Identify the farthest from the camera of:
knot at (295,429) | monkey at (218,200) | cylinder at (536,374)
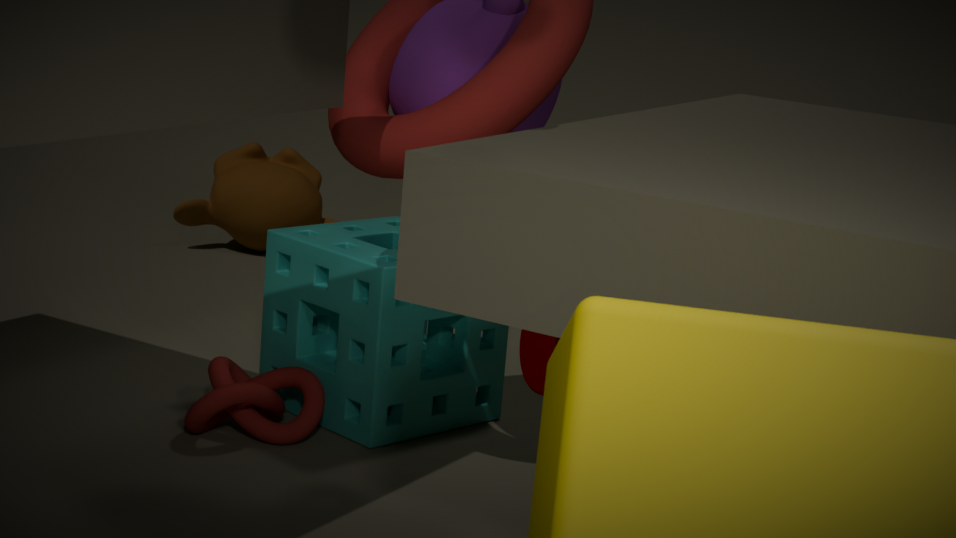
monkey at (218,200)
